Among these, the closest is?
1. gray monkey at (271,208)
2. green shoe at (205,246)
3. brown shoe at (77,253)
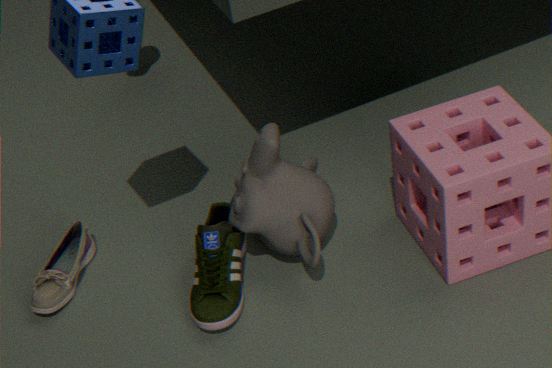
green shoe at (205,246)
